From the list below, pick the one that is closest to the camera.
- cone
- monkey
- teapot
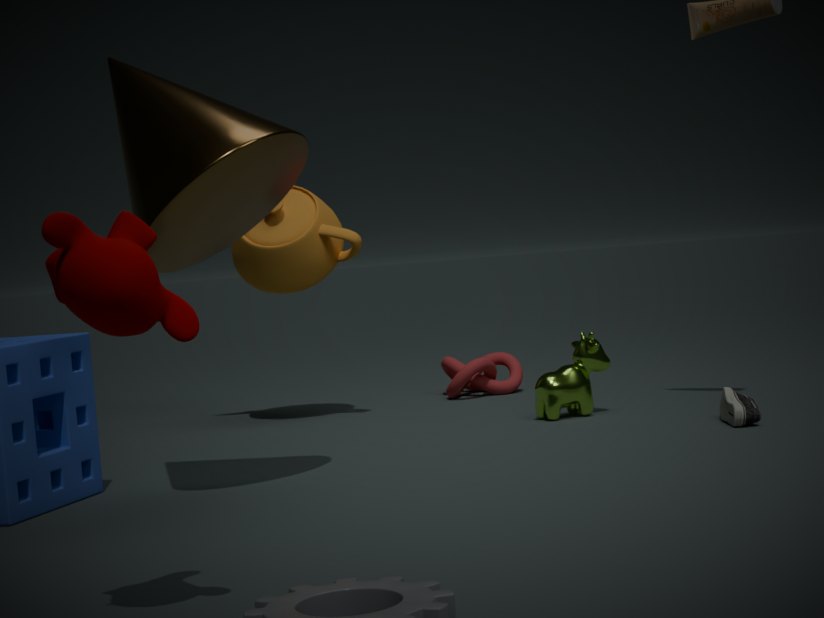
monkey
